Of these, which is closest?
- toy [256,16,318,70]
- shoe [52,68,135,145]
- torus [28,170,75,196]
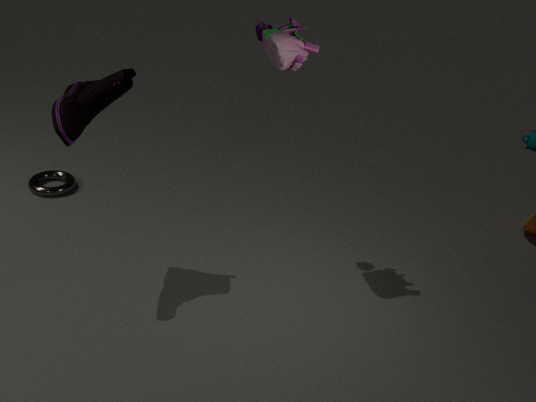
shoe [52,68,135,145]
